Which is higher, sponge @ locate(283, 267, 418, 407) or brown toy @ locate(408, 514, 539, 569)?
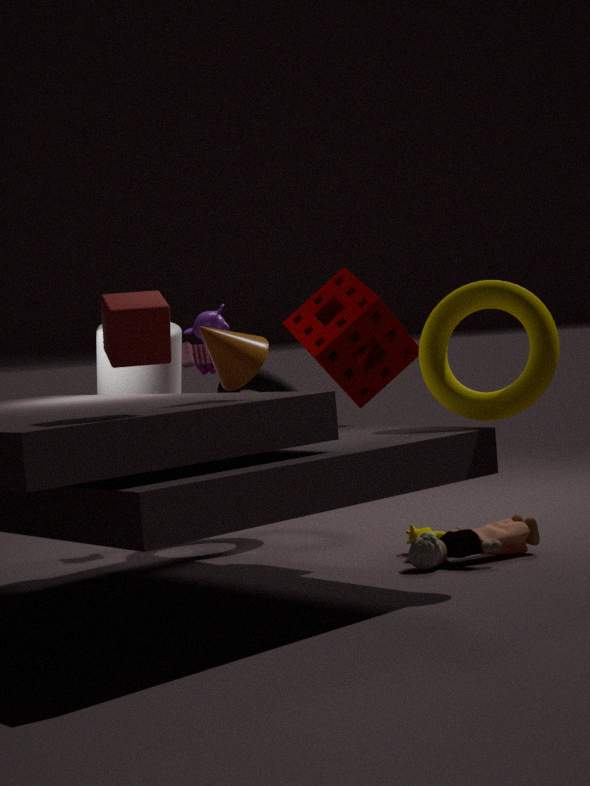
sponge @ locate(283, 267, 418, 407)
